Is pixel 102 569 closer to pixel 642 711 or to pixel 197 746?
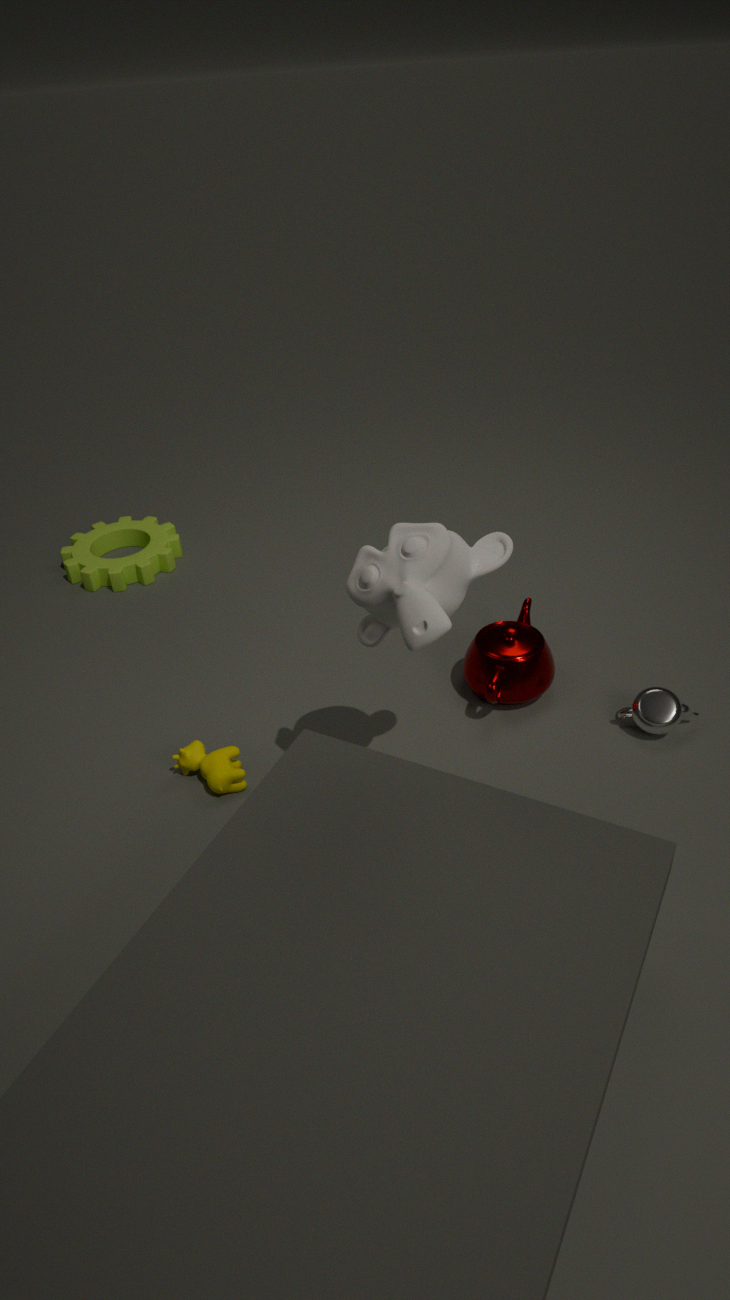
pixel 197 746
